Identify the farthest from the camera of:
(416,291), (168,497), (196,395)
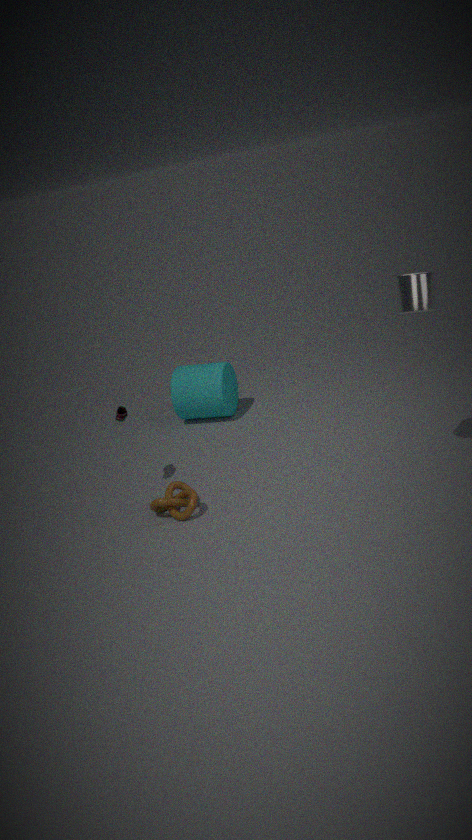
(196,395)
